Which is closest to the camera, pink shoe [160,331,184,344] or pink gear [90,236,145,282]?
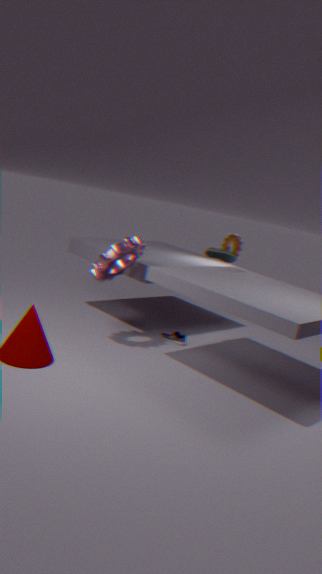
pink gear [90,236,145,282]
